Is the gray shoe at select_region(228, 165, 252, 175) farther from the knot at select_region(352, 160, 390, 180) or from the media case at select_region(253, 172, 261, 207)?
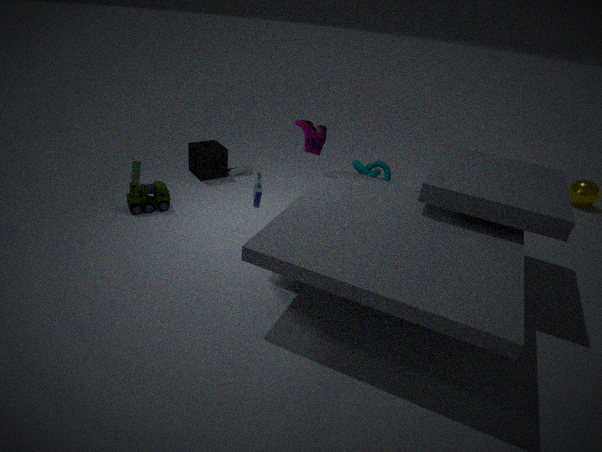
the media case at select_region(253, 172, 261, 207)
